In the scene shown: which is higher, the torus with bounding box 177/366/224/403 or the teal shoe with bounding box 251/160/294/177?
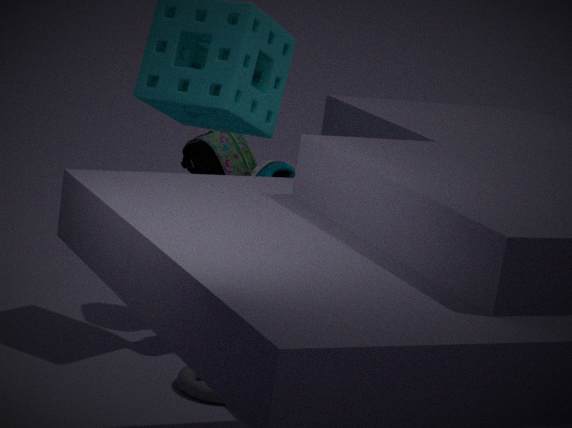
the teal shoe with bounding box 251/160/294/177
